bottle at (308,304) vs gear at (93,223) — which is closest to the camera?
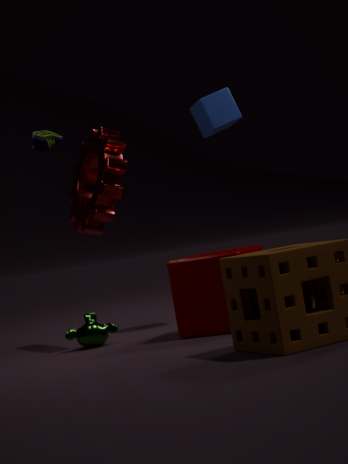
bottle at (308,304)
